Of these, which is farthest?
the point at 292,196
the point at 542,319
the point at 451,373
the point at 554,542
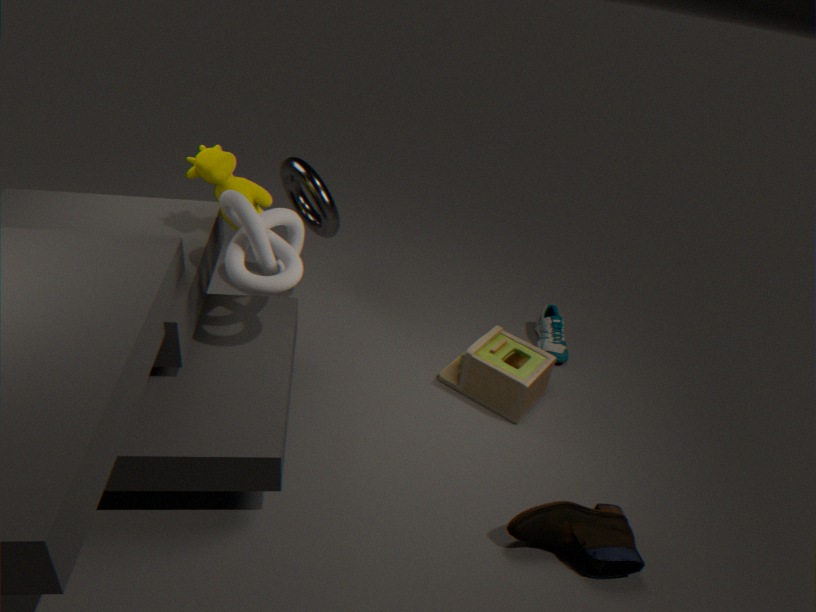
the point at 542,319
